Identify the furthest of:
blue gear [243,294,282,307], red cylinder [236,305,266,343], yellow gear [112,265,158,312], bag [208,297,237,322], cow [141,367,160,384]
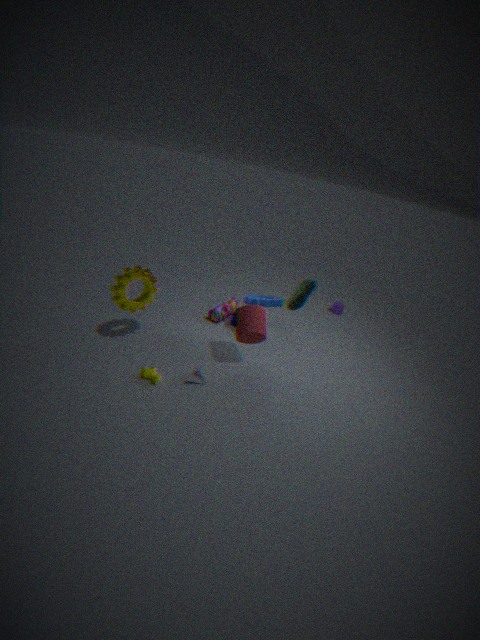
bag [208,297,237,322]
